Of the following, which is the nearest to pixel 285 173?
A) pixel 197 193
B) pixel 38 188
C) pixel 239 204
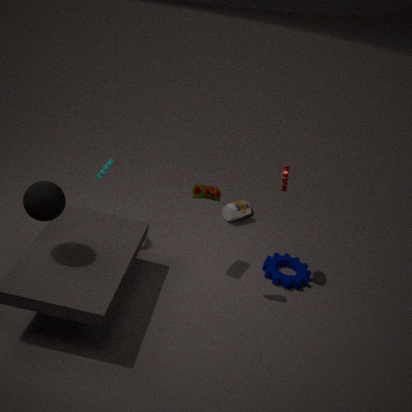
pixel 197 193
